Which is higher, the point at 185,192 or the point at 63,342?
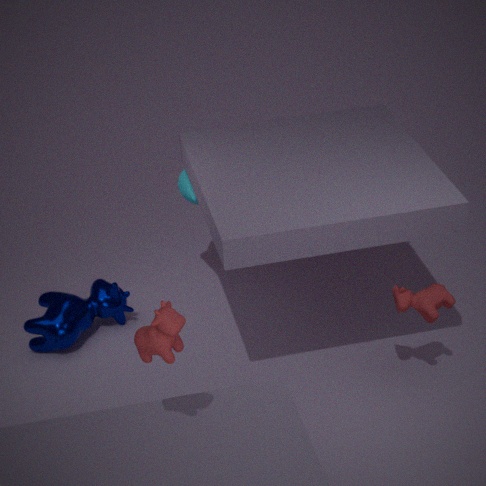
the point at 185,192
